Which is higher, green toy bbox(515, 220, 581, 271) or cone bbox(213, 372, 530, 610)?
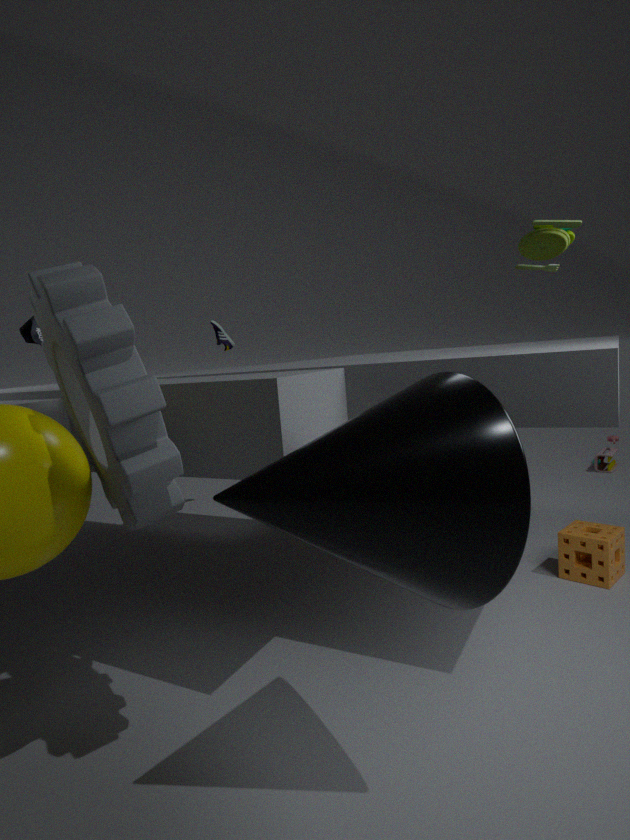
green toy bbox(515, 220, 581, 271)
